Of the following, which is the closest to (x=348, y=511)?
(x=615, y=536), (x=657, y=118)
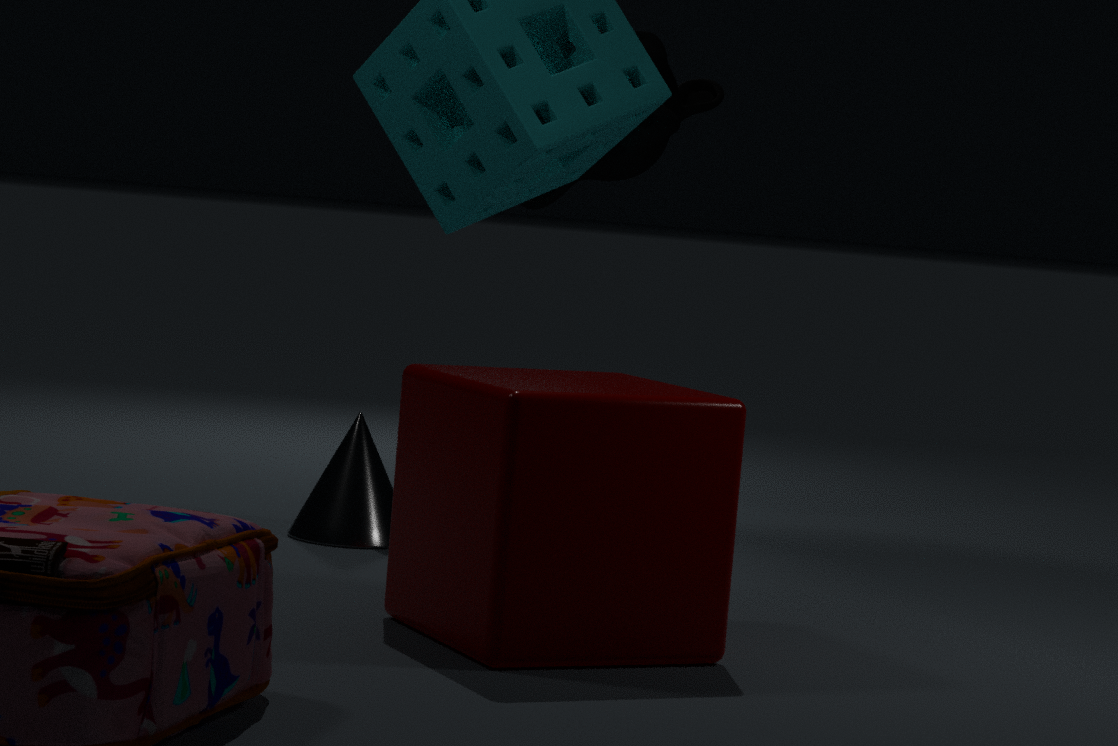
(x=615, y=536)
